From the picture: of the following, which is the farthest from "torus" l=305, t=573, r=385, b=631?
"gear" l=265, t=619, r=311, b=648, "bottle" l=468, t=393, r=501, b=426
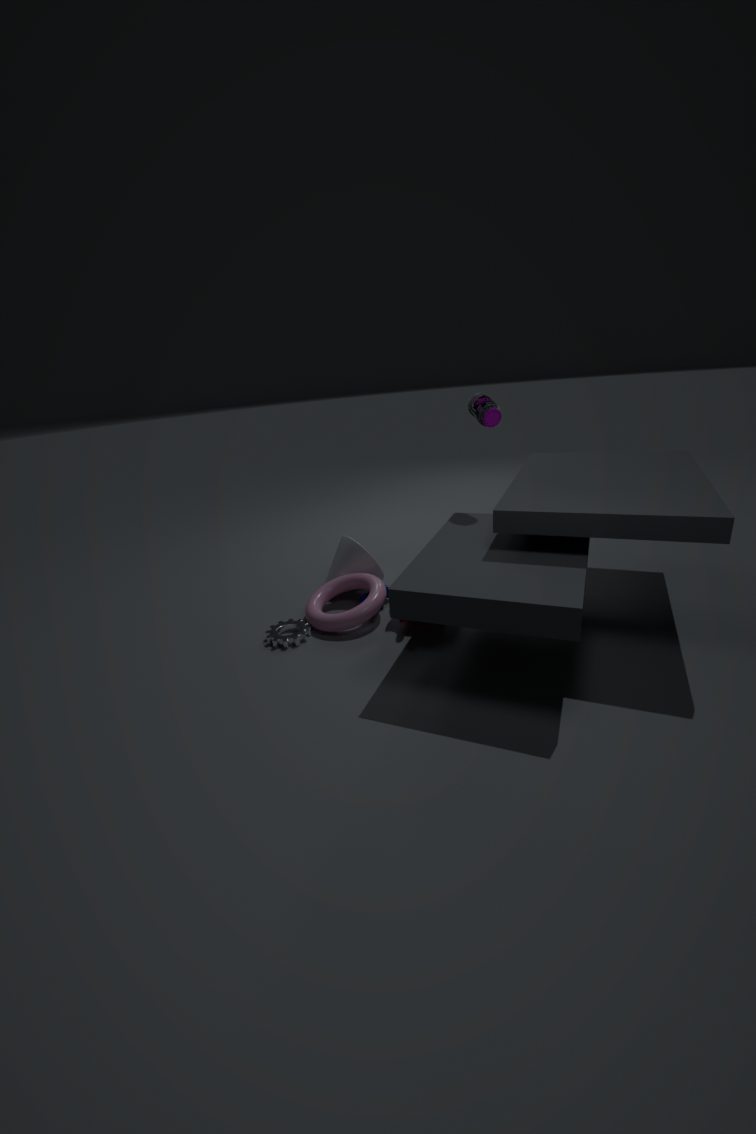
"bottle" l=468, t=393, r=501, b=426
